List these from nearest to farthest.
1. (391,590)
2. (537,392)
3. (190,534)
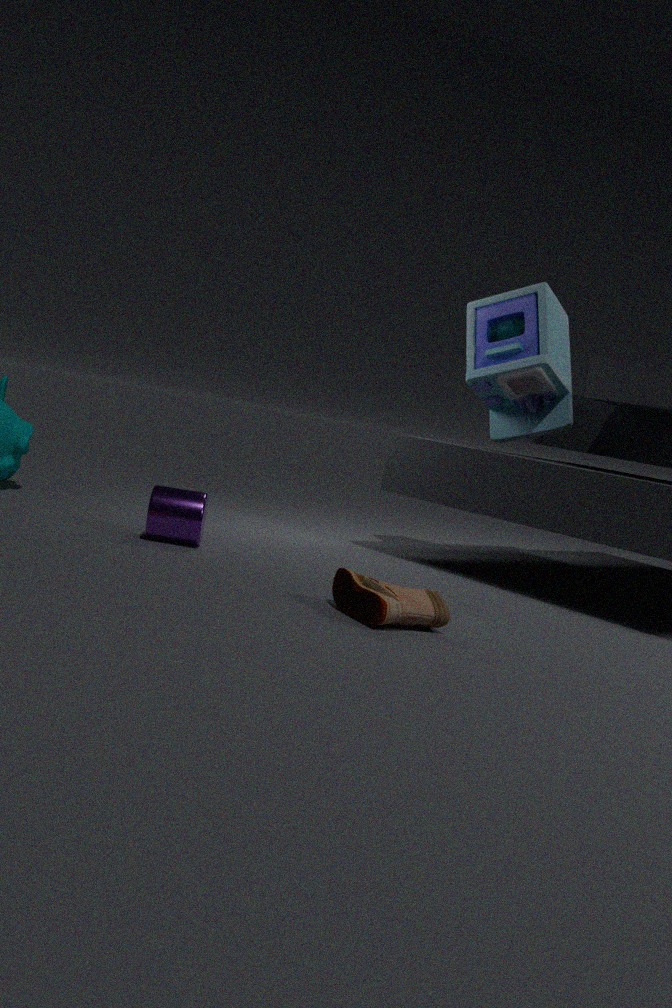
1. (391,590)
2. (190,534)
3. (537,392)
